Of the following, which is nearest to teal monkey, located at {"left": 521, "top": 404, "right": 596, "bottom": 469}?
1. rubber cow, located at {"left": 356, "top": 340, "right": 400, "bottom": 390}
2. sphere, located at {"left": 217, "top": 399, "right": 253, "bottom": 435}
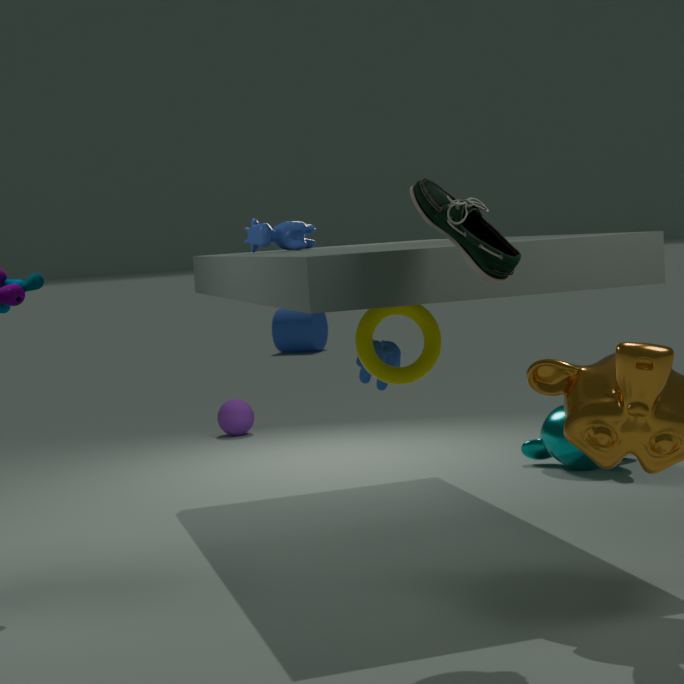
rubber cow, located at {"left": 356, "top": 340, "right": 400, "bottom": 390}
